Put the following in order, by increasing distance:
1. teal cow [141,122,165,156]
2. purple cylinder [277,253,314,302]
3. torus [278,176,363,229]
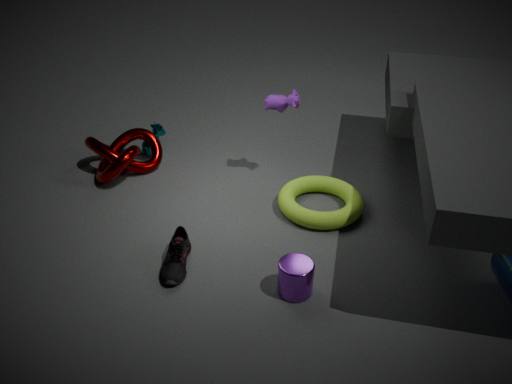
purple cylinder [277,253,314,302], torus [278,176,363,229], teal cow [141,122,165,156]
